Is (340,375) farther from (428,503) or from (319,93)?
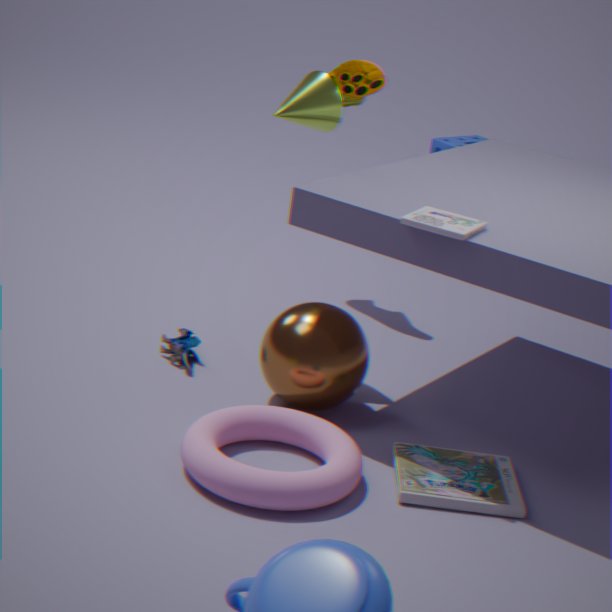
(319,93)
